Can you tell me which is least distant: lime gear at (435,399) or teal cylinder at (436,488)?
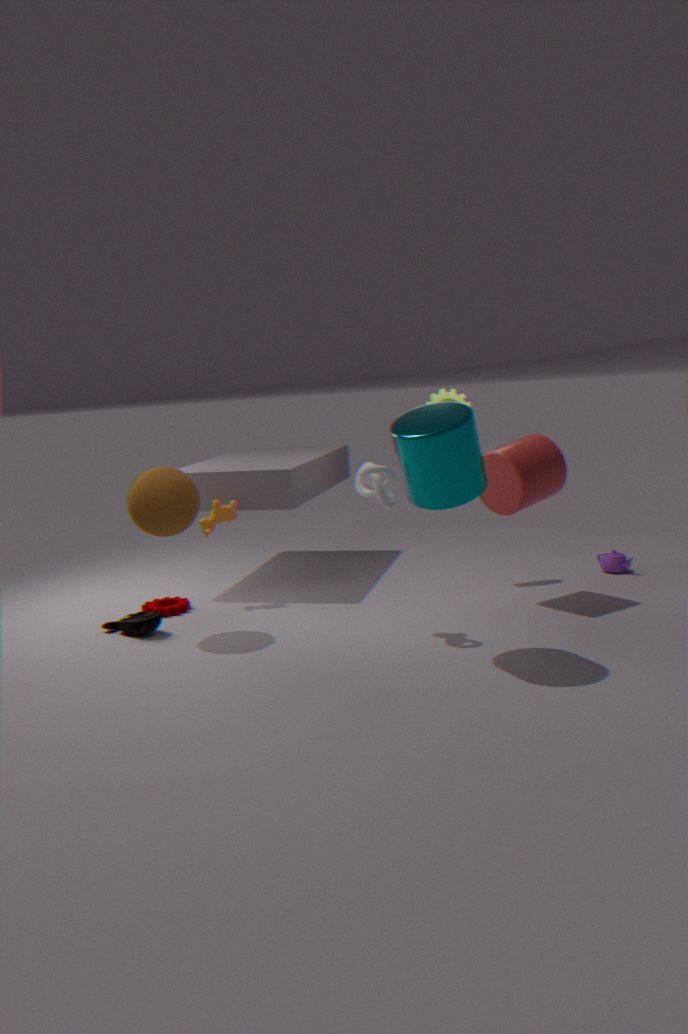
teal cylinder at (436,488)
